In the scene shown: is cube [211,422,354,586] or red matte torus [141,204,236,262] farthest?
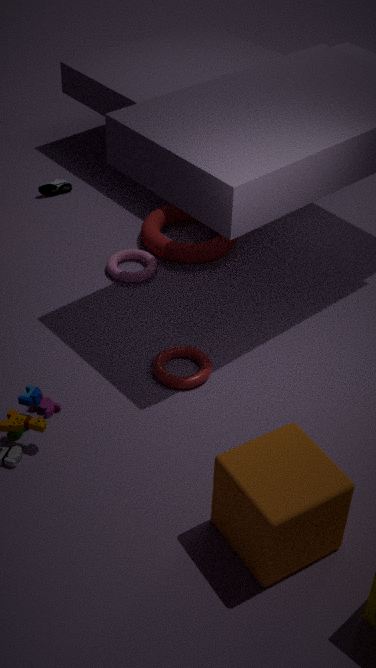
red matte torus [141,204,236,262]
